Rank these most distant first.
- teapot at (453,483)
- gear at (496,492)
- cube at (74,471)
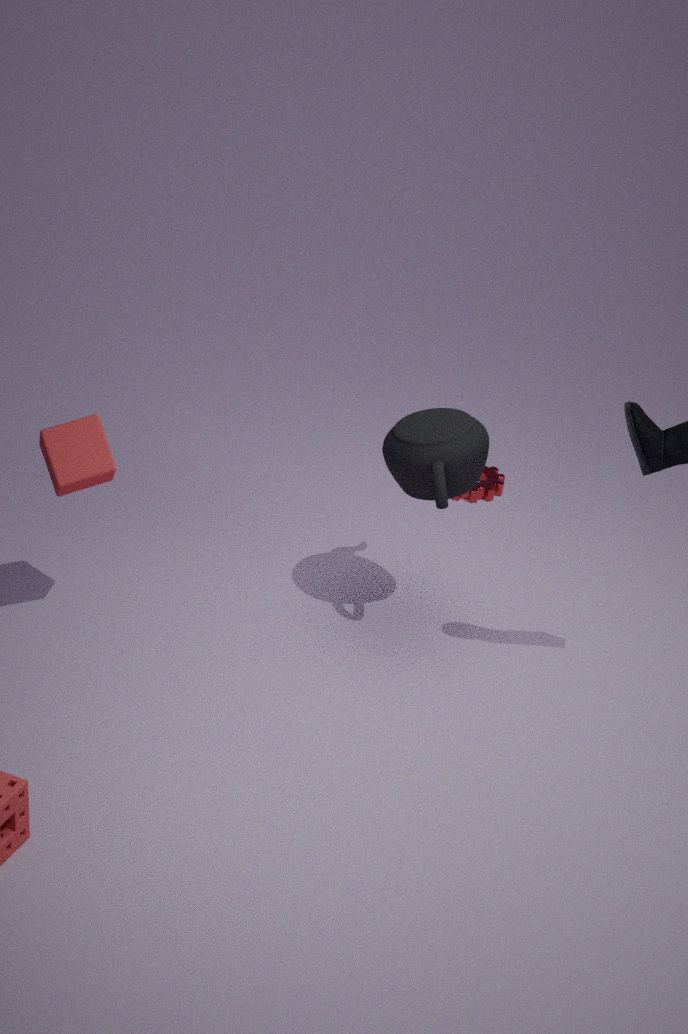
gear at (496,492), teapot at (453,483), cube at (74,471)
